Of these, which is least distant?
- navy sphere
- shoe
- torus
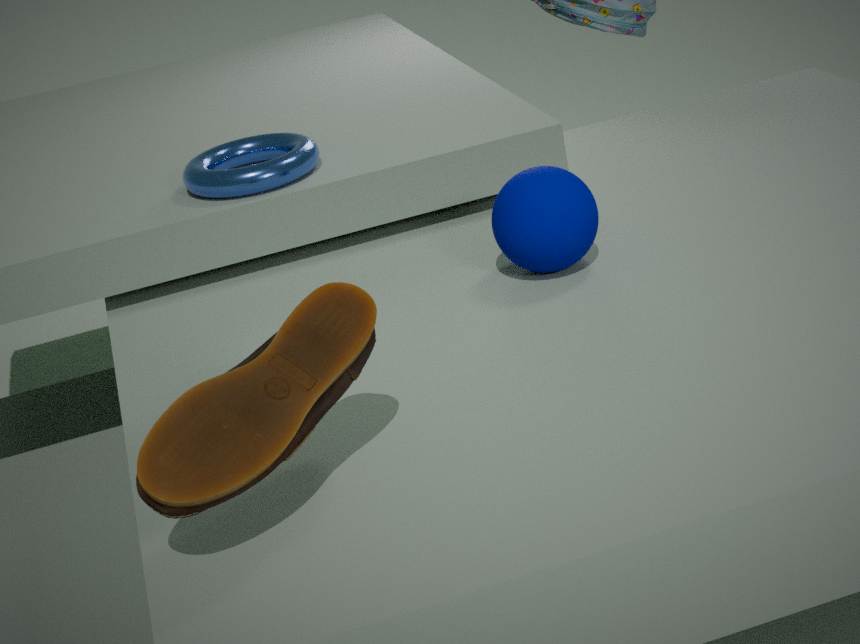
shoe
